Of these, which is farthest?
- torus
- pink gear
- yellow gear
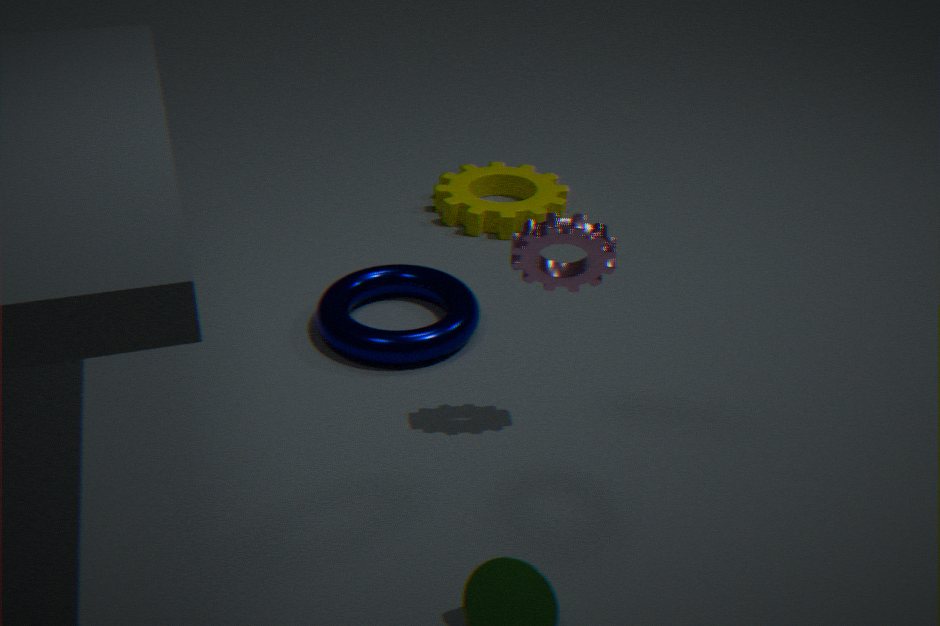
yellow gear
